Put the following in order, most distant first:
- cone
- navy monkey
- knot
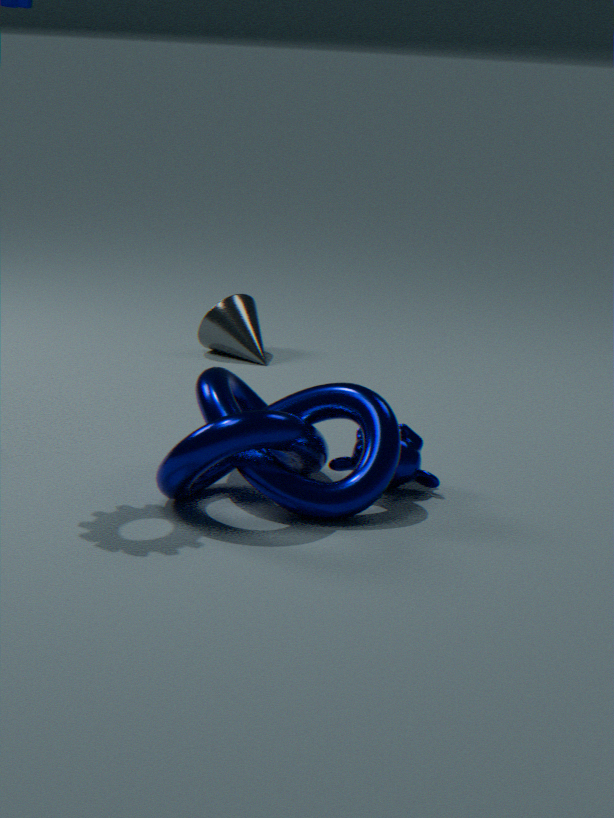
cone < navy monkey < knot
